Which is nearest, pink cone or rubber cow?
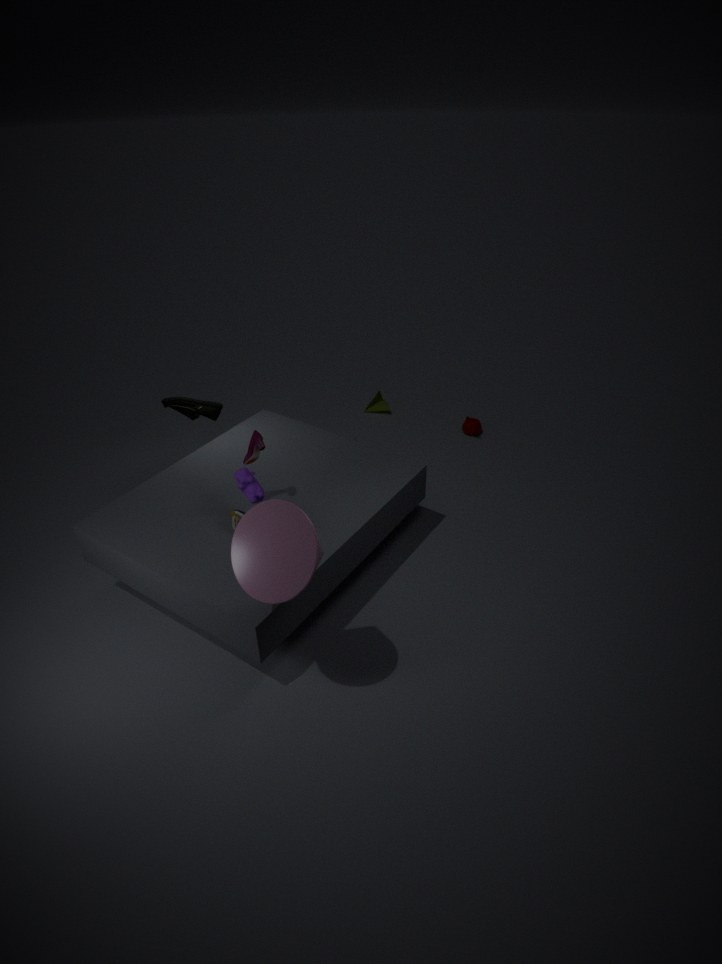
pink cone
